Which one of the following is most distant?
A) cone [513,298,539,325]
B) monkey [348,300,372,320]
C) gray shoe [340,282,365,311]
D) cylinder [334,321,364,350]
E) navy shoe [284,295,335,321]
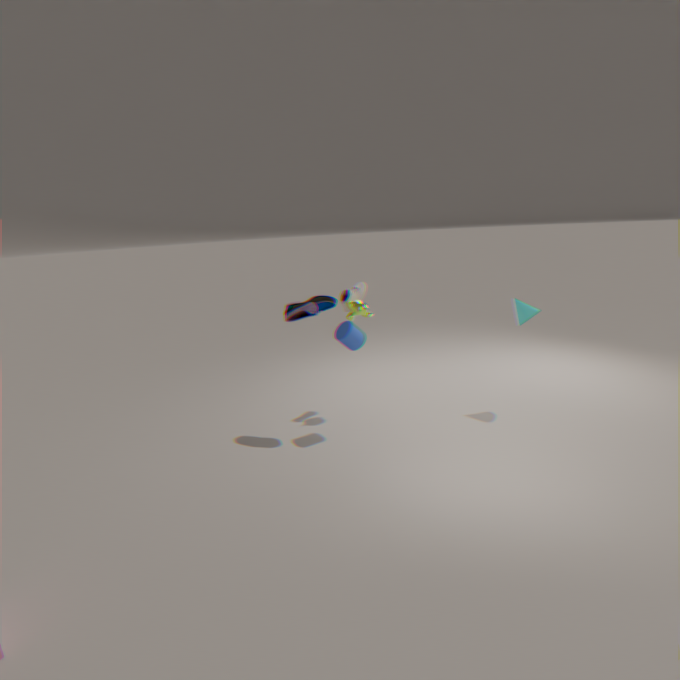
gray shoe [340,282,365,311]
